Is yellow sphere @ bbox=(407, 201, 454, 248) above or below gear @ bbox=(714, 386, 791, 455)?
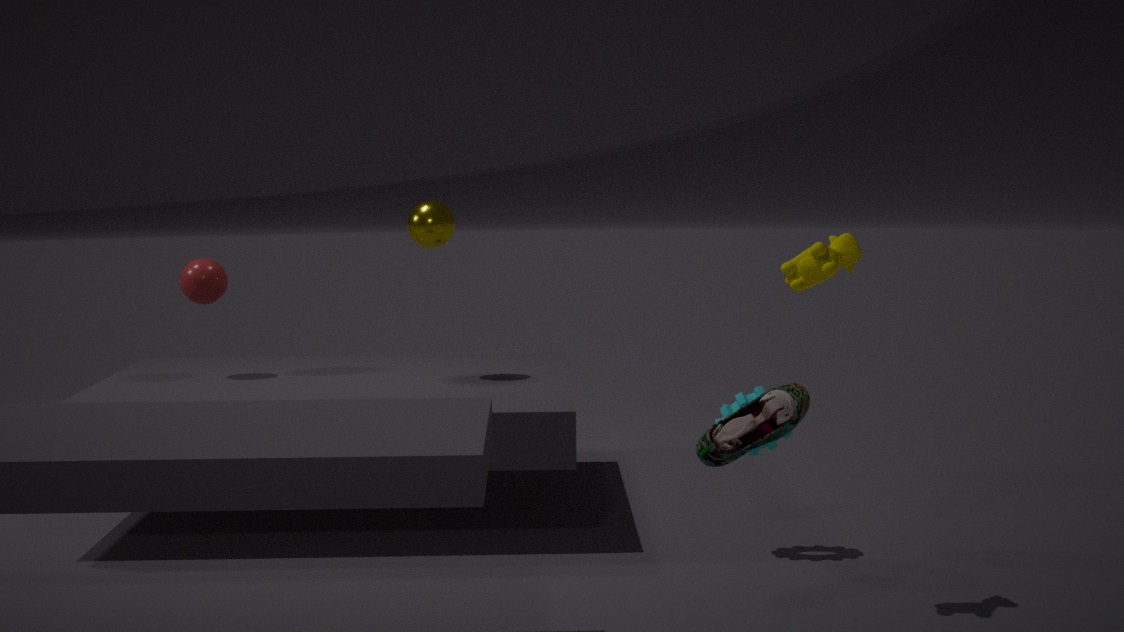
above
